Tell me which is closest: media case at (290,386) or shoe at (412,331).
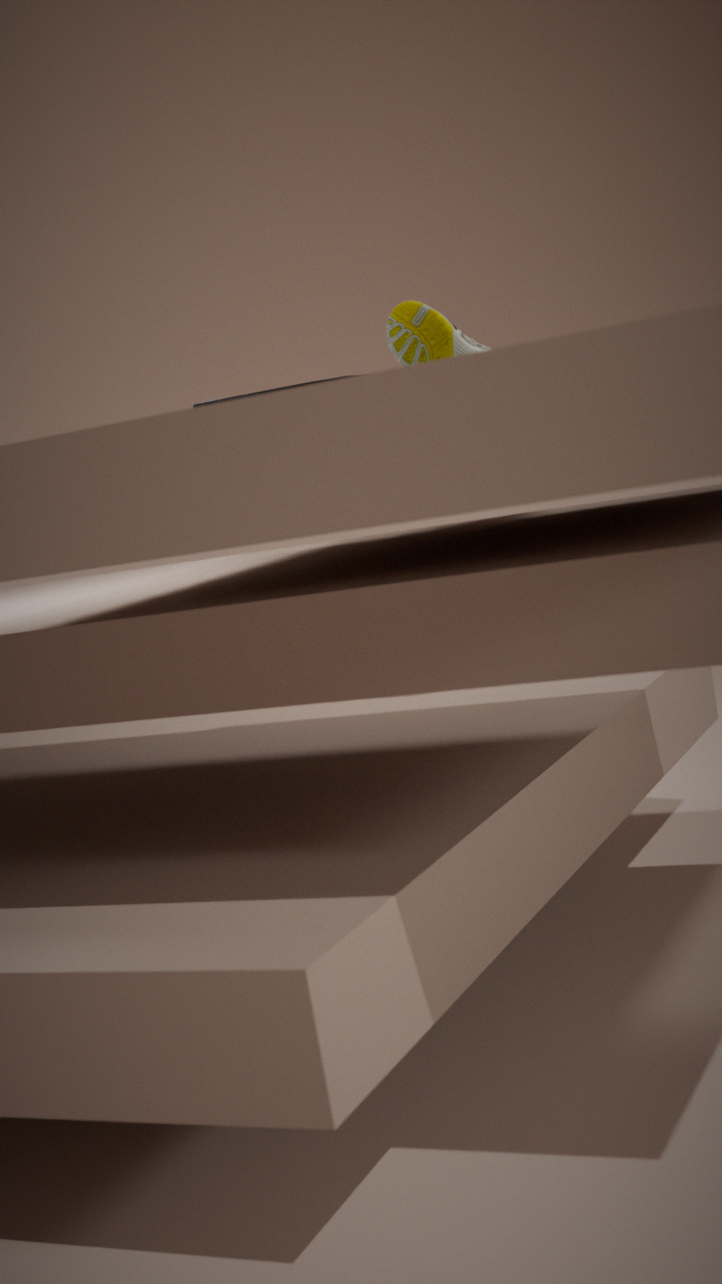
media case at (290,386)
